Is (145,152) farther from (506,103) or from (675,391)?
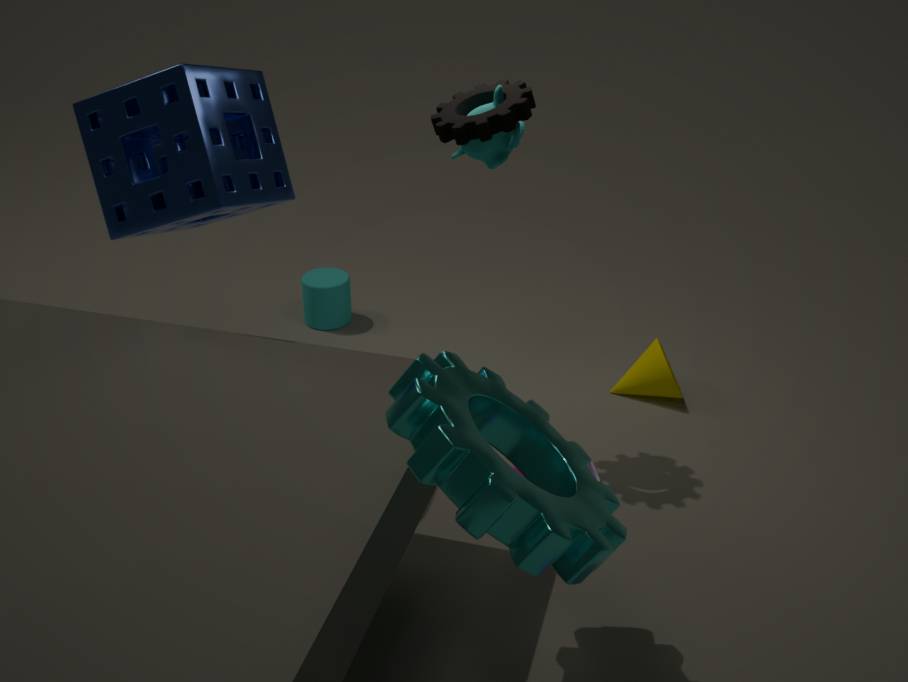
(675,391)
